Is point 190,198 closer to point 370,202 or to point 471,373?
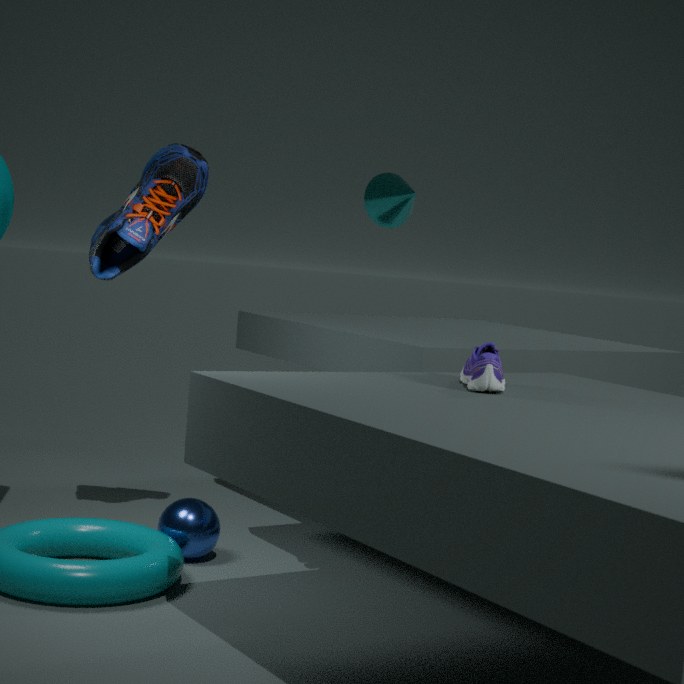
point 471,373
